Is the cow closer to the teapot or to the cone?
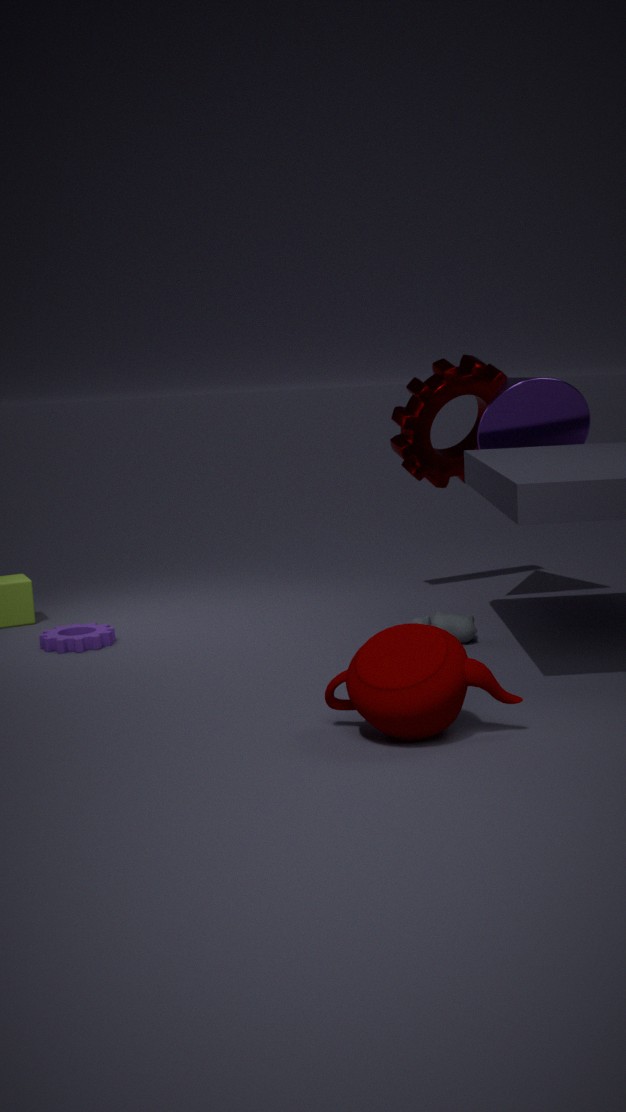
the cone
